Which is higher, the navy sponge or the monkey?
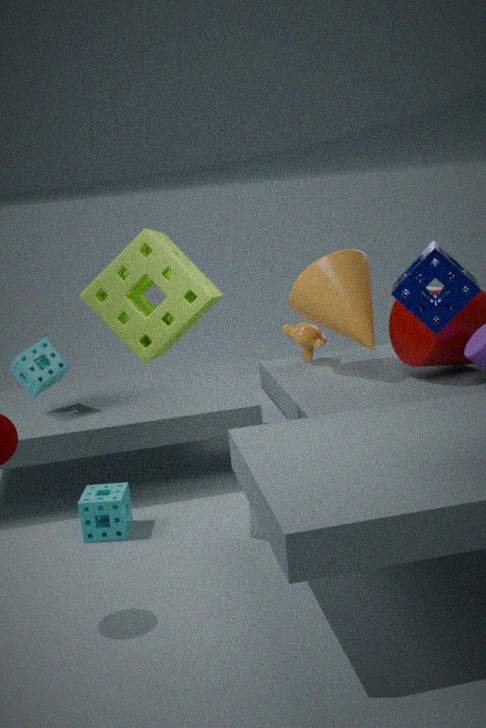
the navy sponge
